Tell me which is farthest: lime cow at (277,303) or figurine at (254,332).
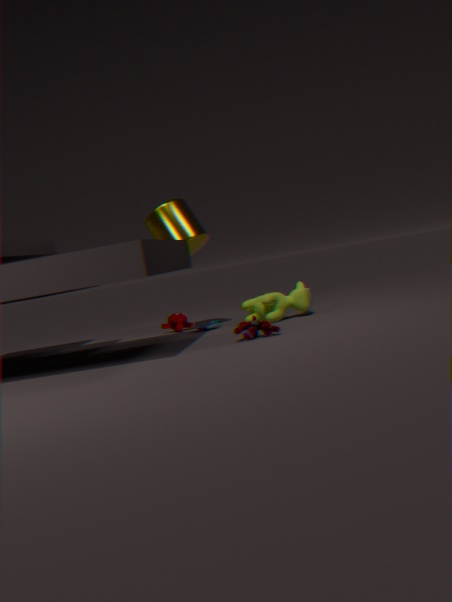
lime cow at (277,303)
